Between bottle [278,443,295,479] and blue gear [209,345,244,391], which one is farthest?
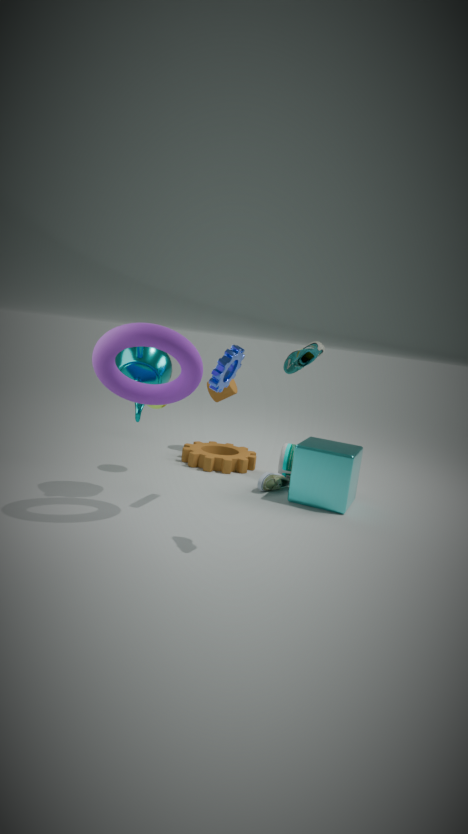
bottle [278,443,295,479]
